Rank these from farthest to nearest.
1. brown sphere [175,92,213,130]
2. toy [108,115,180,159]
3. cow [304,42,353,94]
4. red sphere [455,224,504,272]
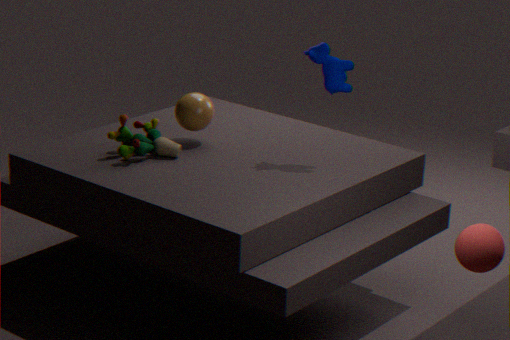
brown sphere [175,92,213,130]
toy [108,115,180,159]
cow [304,42,353,94]
red sphere [455,224,504,272]
